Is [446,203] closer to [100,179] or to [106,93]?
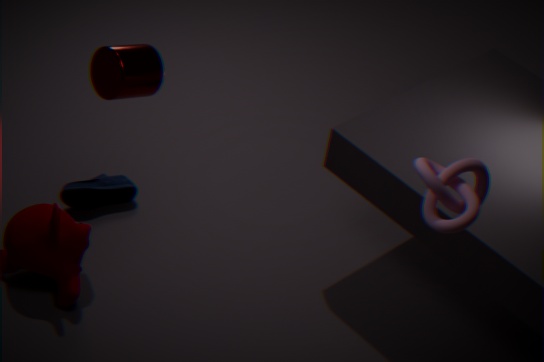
[106,93]
